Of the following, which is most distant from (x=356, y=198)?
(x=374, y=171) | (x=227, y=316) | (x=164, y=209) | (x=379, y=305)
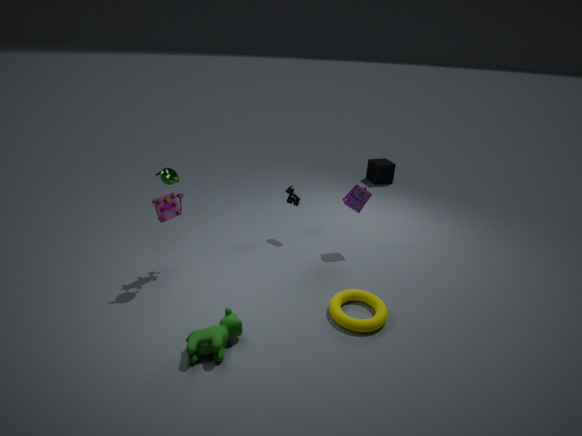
(x=374, y=171)
